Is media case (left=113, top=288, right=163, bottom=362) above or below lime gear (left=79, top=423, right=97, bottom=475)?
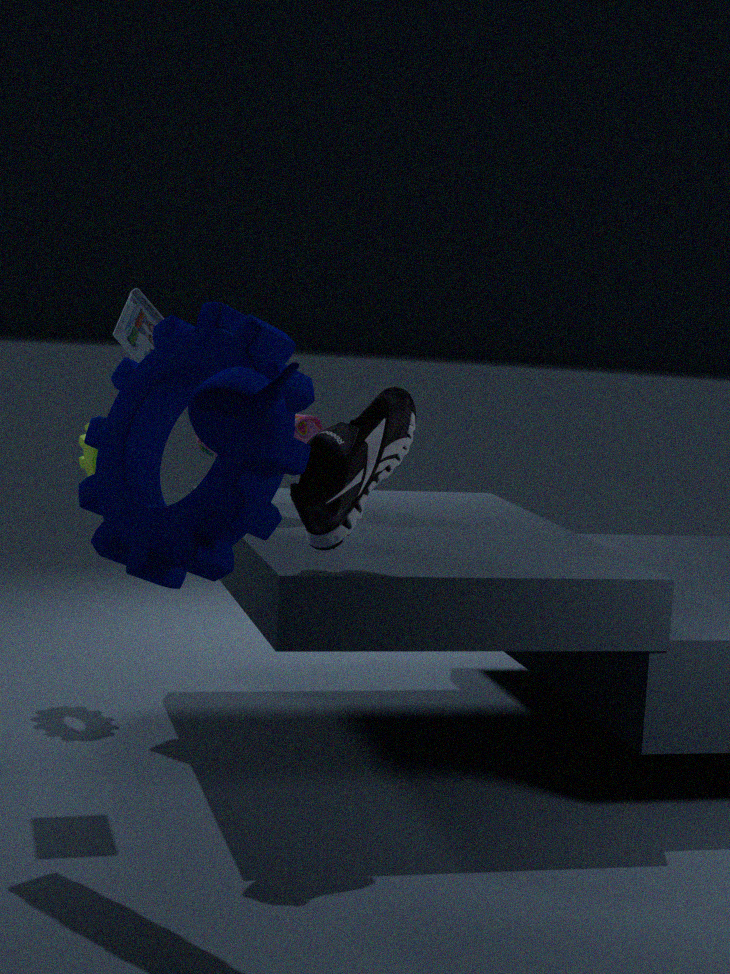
above
